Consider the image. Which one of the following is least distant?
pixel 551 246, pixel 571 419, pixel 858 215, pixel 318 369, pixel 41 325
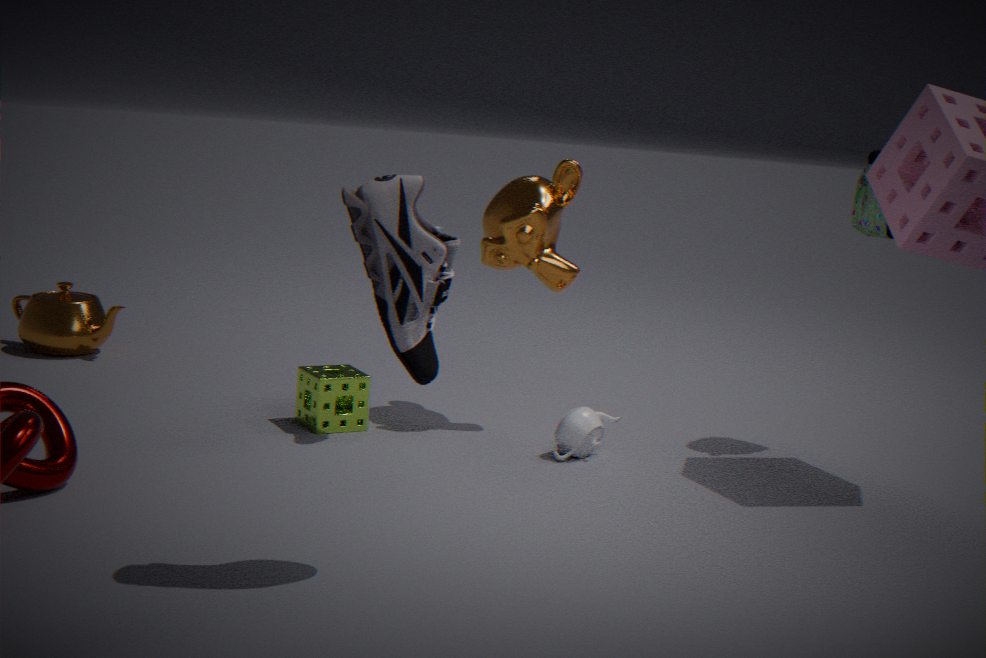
pixel 571 419
